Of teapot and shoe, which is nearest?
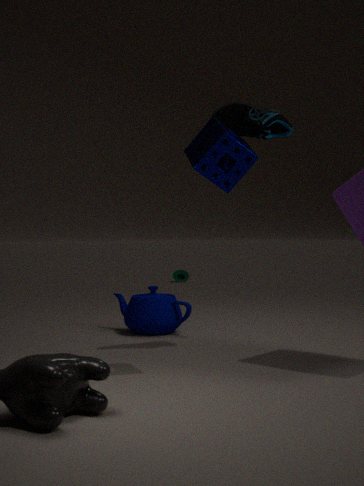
shoe
